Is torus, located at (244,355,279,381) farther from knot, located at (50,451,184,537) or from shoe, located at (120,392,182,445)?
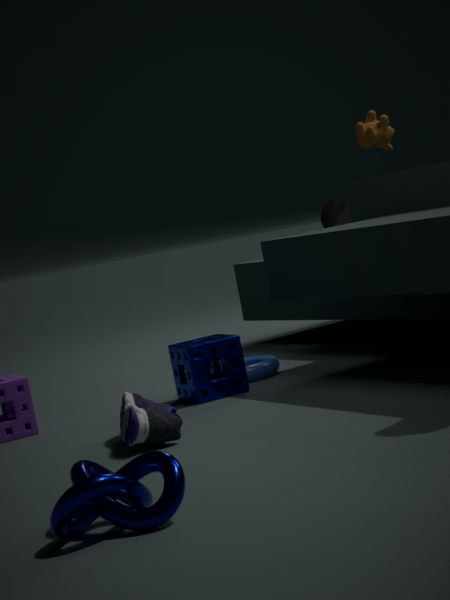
knot, located at (50,451,184,537)
